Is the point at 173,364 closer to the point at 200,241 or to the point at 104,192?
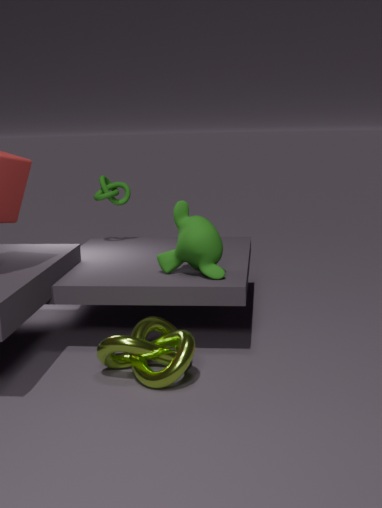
the point at 200,241
